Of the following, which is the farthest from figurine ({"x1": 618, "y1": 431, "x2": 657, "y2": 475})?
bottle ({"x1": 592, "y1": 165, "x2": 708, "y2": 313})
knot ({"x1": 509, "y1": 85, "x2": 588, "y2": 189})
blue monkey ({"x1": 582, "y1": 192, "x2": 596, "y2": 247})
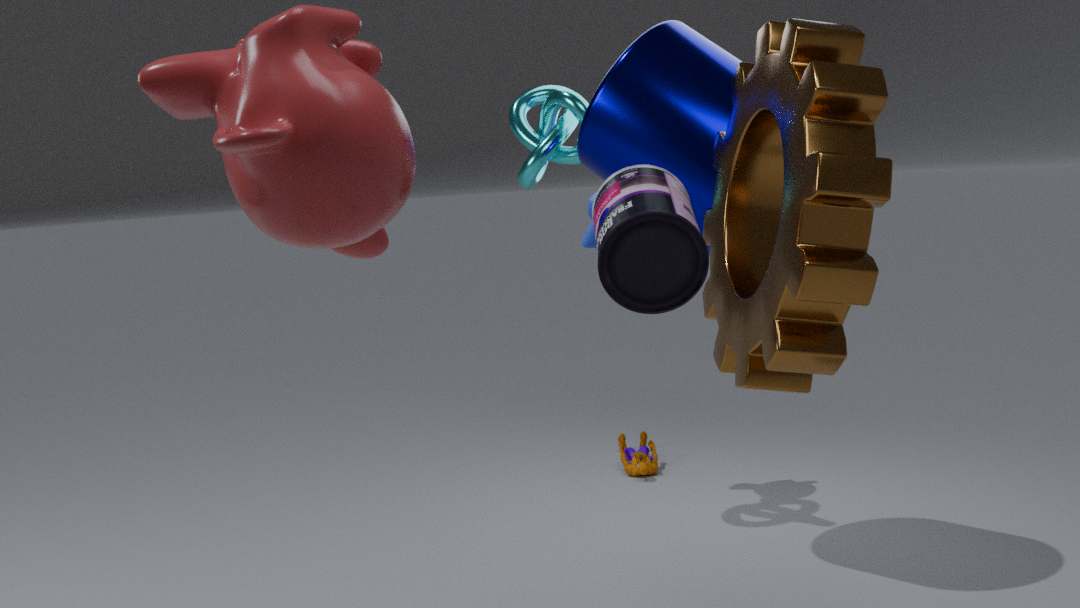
bottle ({"x1": 592, "y1": 165, "x2": 708, "y2": 313})
